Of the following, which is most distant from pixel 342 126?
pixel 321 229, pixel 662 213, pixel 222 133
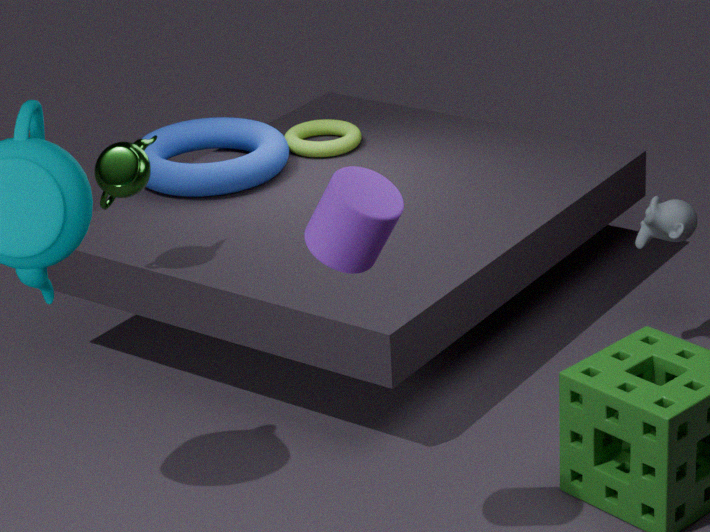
pixel 321 229
